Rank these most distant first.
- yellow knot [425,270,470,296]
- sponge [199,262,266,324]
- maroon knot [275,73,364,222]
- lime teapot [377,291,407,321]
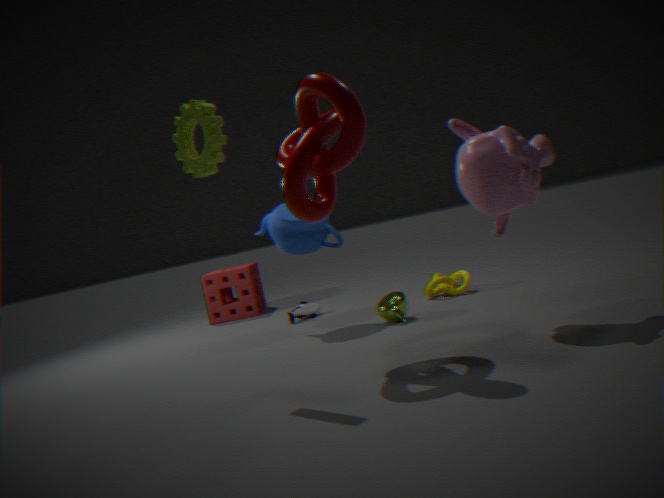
1. sponge [199,262,266,324]
2. yellow knot [425,270,470,296]
3. lime teapot [377,291,407,321]
4. maroon knot [275,73,364,222]
